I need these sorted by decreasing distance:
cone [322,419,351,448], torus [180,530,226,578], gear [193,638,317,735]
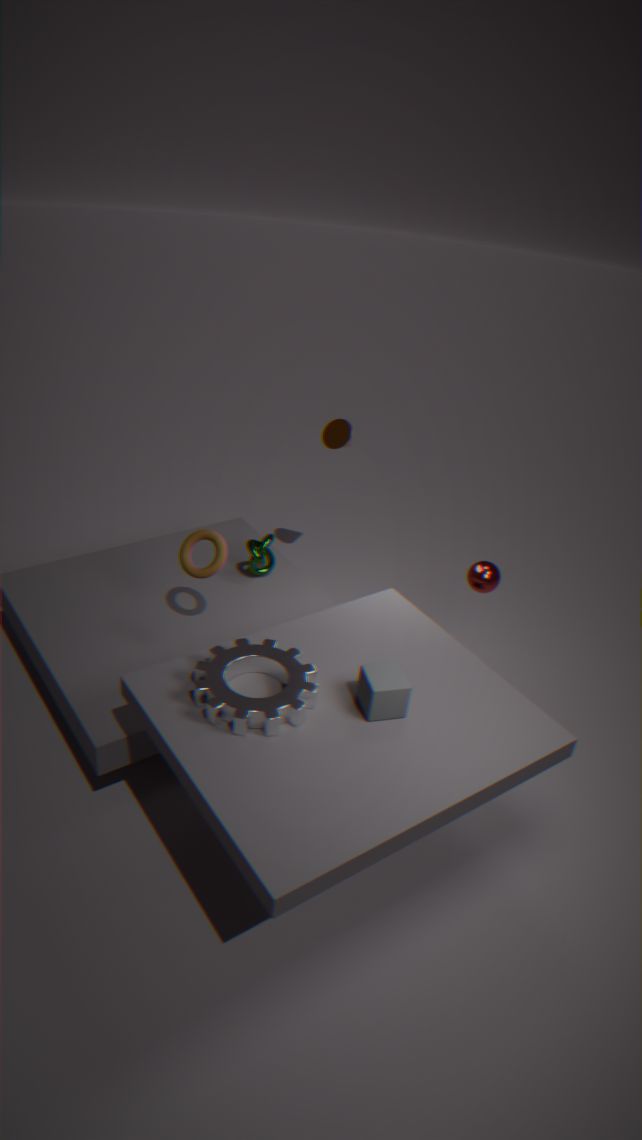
1. cone [322,419,351,448]
2. torus [180,530,226,578]
3. gear [193,638,317,735]
